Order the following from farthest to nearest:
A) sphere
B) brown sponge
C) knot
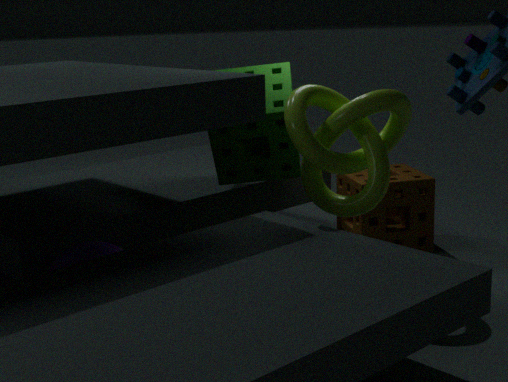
brown sponge
knot
sphere
